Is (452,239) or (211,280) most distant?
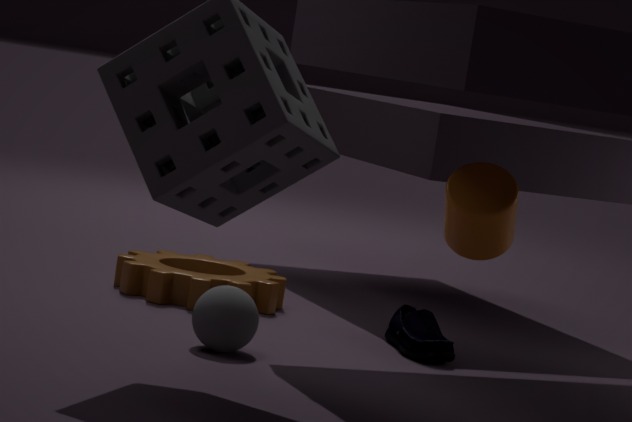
(211,280)
